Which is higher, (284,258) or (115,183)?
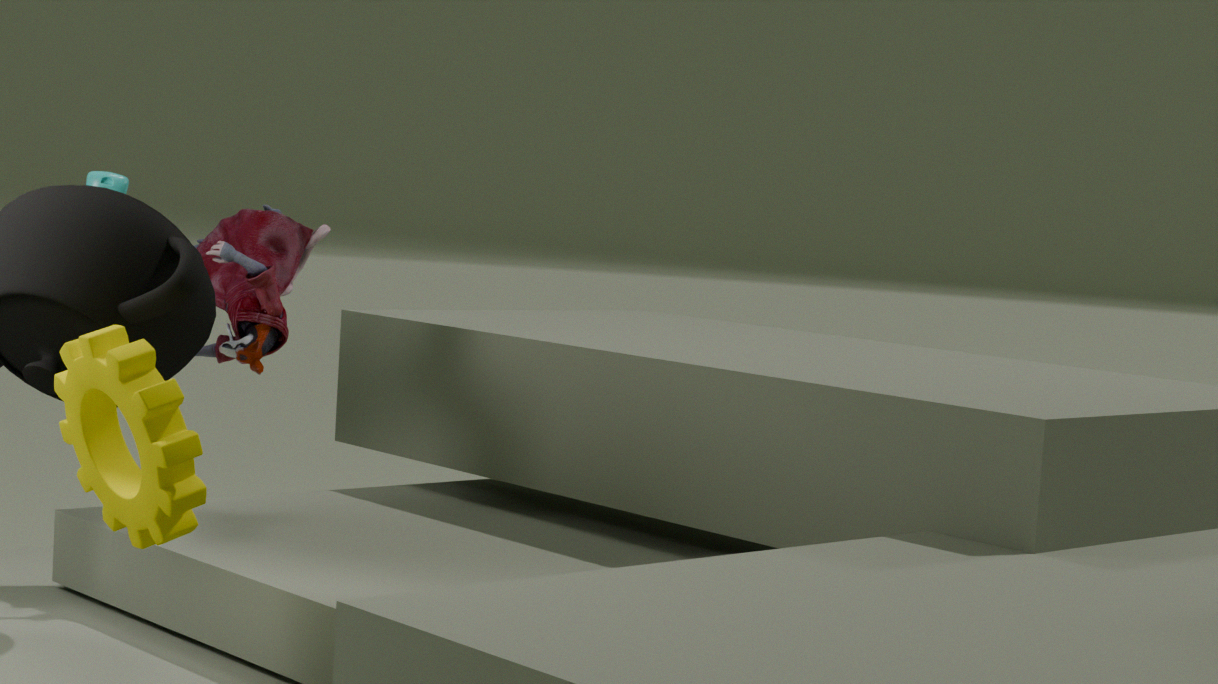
(115,183)
